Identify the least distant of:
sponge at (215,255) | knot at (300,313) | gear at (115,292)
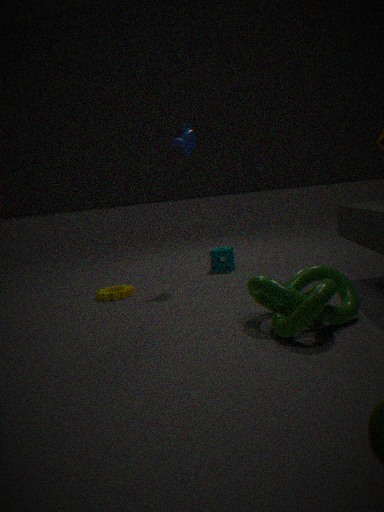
knot at (300,313)
